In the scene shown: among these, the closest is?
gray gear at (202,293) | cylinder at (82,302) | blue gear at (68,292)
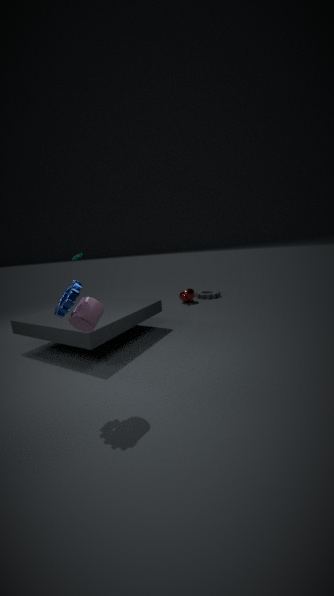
blue gear at (68,292)
